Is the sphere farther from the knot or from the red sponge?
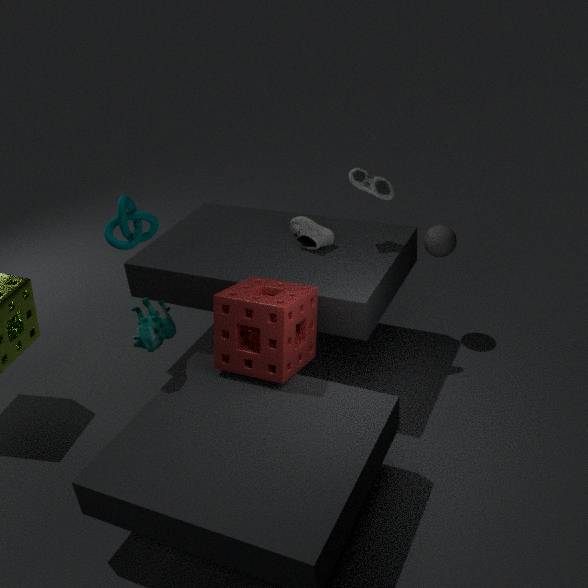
the knot
